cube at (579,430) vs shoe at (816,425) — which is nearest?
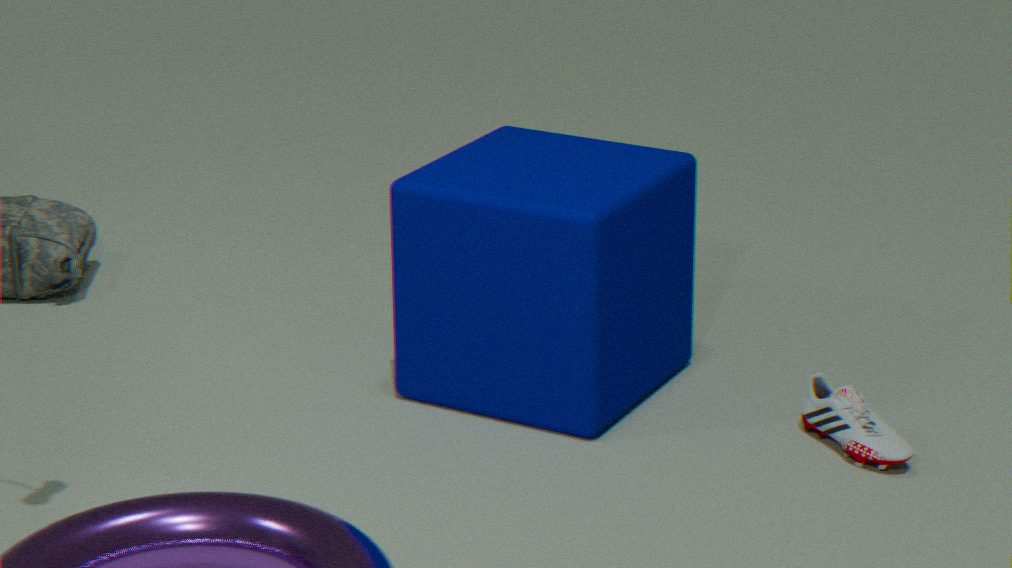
shoe at (816,425)
